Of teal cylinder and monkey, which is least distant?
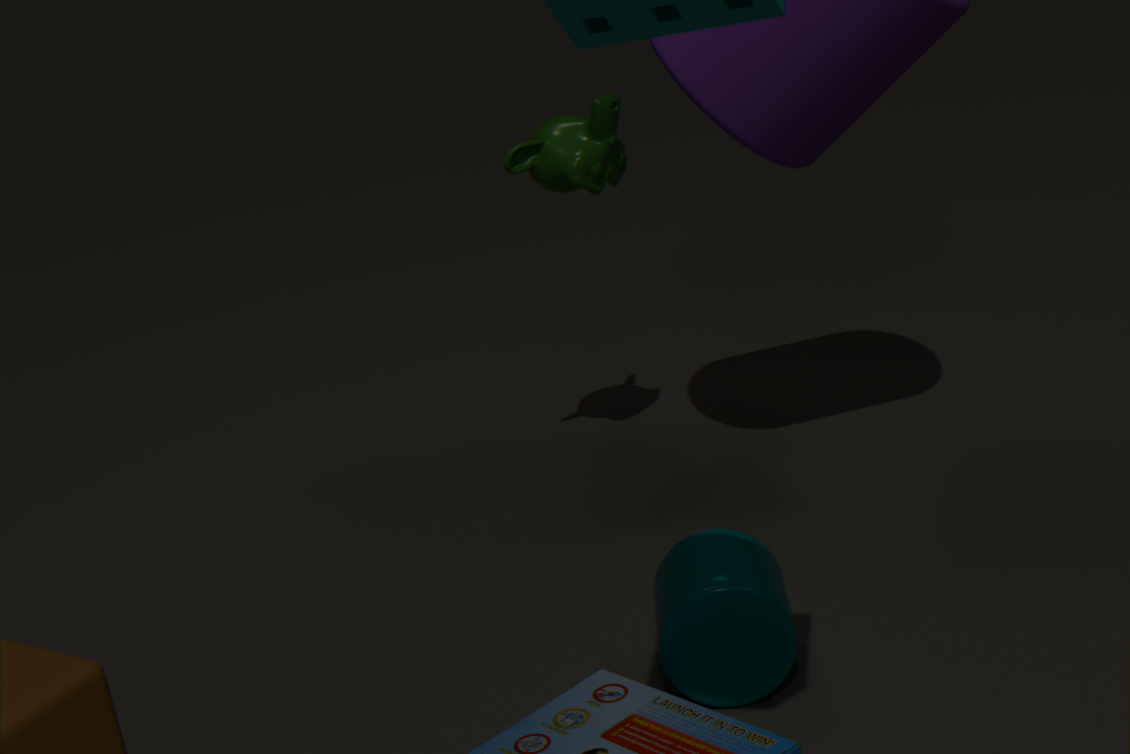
teal cylinder
